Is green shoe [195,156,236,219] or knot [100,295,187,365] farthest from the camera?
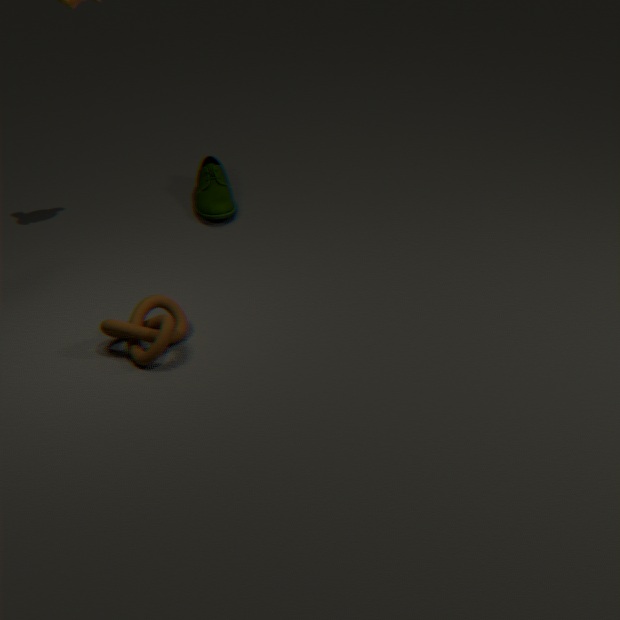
green shoe [195,156,236,219]
